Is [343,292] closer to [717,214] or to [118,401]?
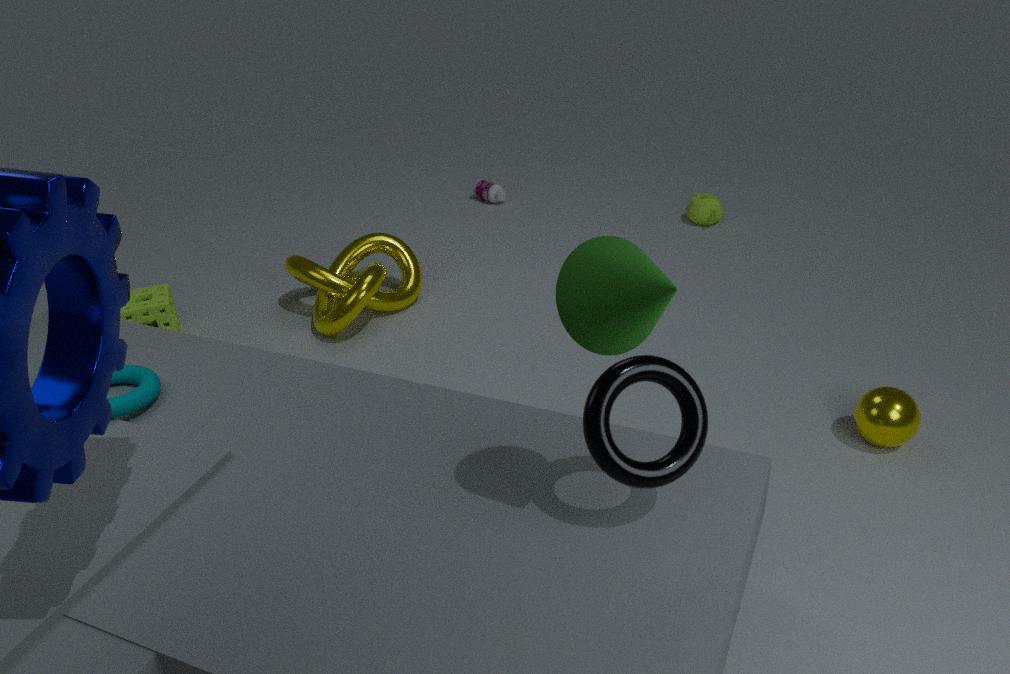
[118,401]
